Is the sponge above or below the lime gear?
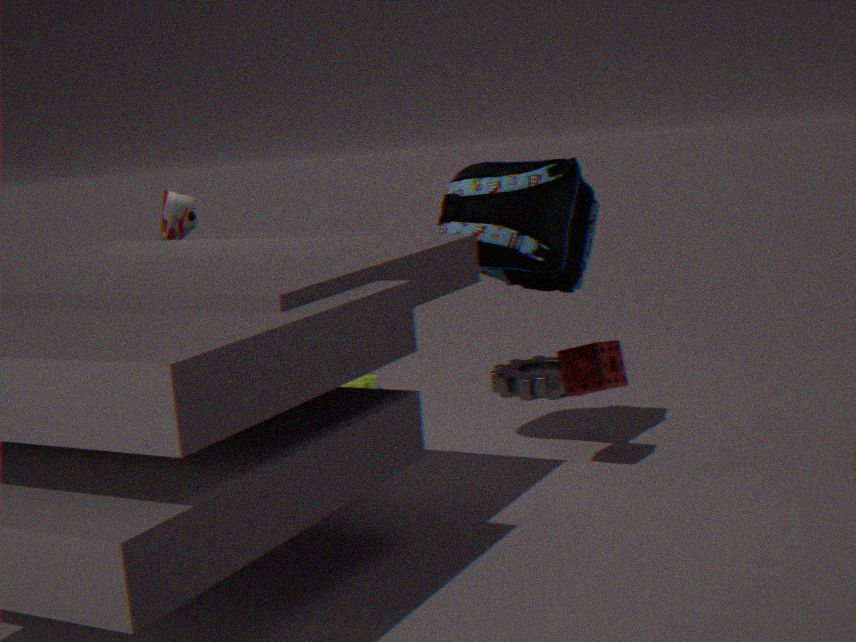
above
